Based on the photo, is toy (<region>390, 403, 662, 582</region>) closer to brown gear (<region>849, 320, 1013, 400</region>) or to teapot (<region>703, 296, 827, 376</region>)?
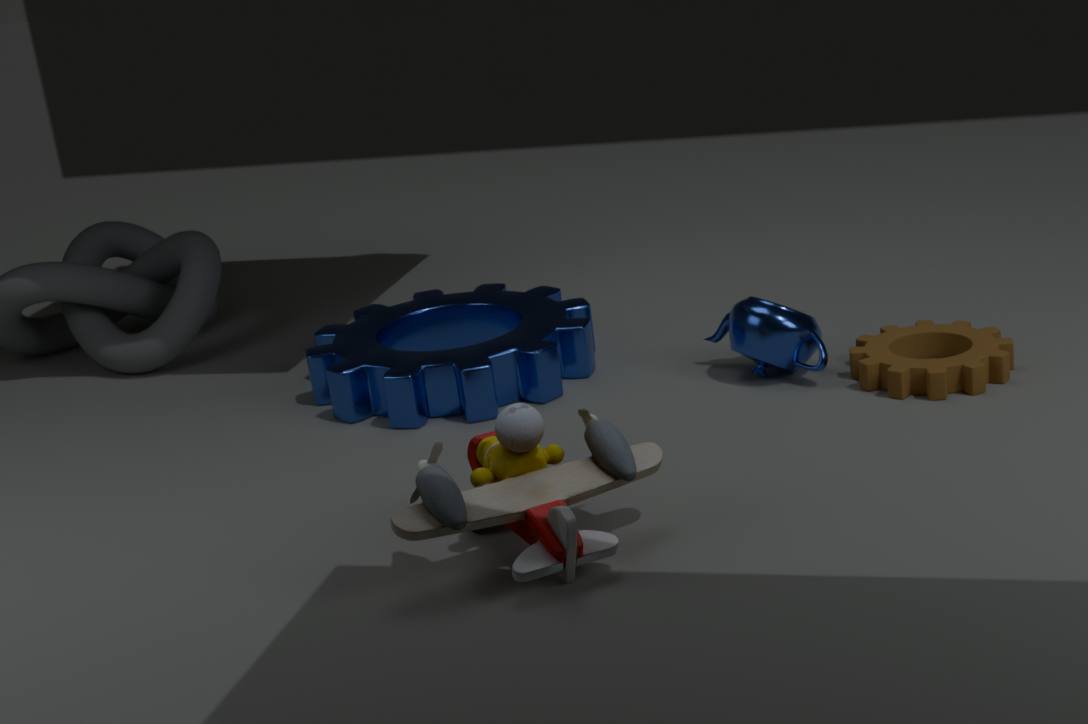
teapot (<region>703, 296, 827, 376</region>)
